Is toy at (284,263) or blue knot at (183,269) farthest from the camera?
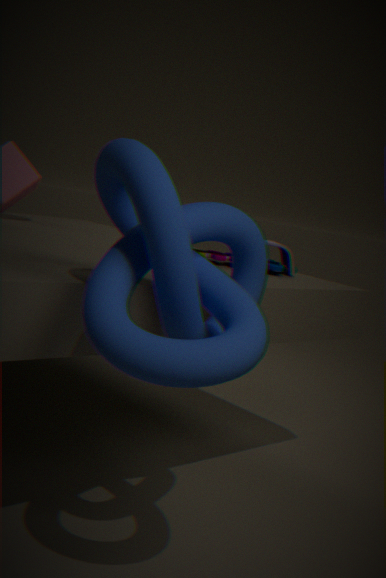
toy at (284,263)
